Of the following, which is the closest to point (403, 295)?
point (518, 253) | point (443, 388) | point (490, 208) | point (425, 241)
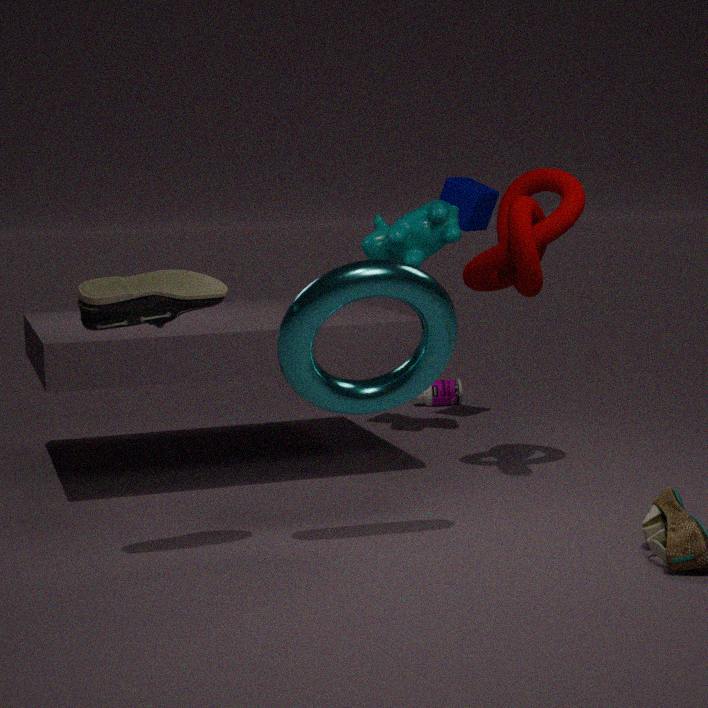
point (518, 253)
